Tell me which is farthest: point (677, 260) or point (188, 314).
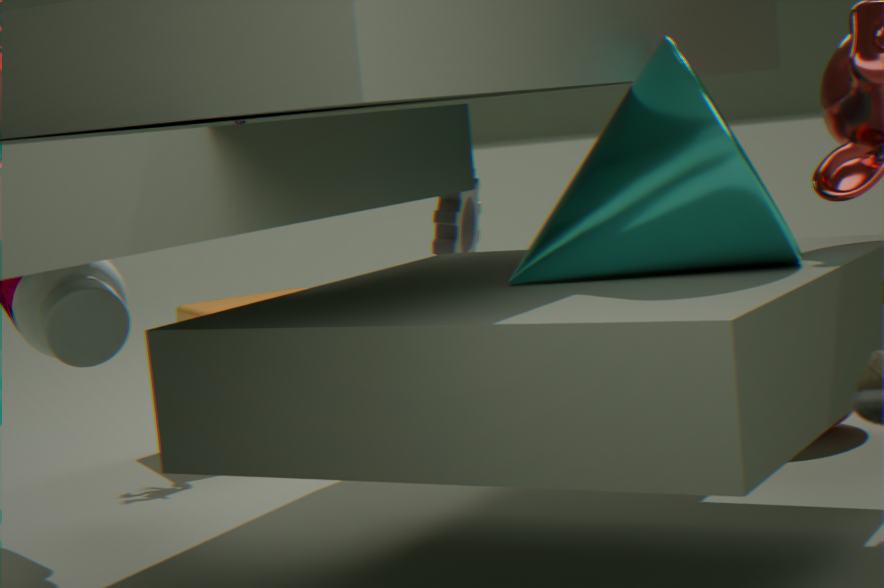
point (188, 314)
